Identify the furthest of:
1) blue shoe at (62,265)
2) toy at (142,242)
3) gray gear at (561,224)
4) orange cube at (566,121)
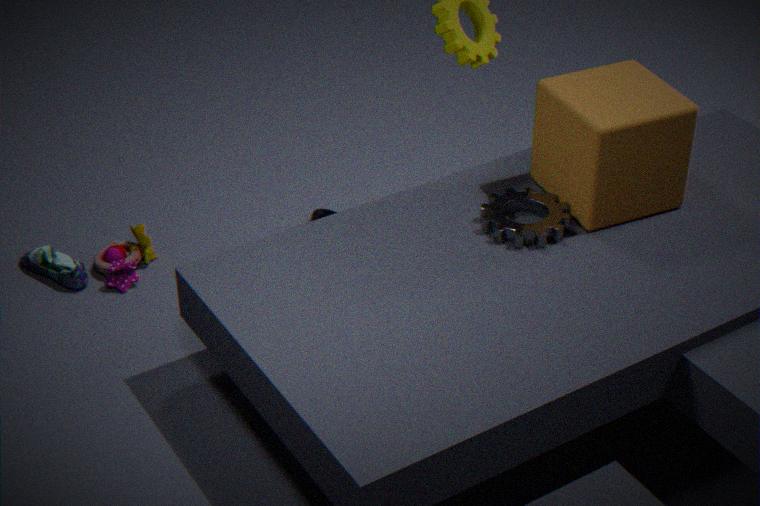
2. toy at (142,242)
